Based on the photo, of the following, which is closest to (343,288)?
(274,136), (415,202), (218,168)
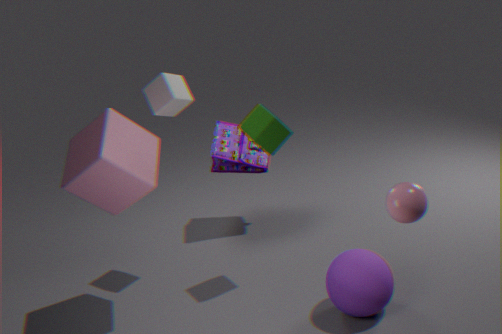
(415,202)
